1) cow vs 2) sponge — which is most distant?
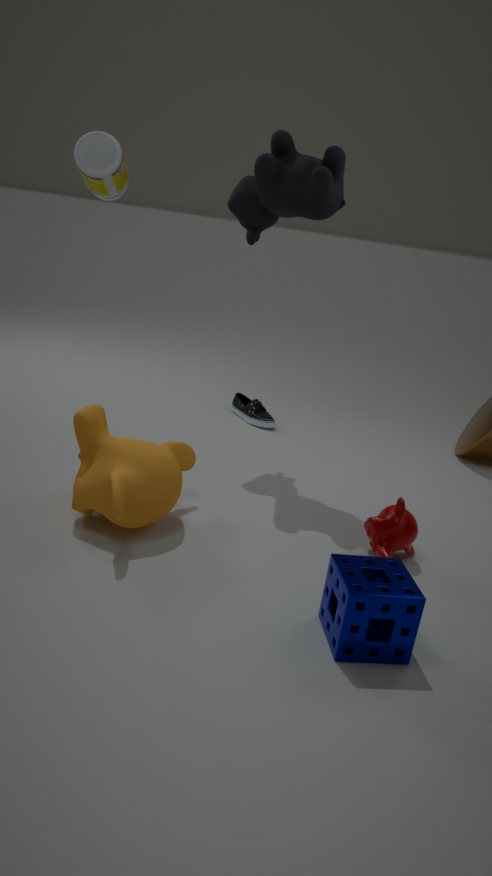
1. cow
